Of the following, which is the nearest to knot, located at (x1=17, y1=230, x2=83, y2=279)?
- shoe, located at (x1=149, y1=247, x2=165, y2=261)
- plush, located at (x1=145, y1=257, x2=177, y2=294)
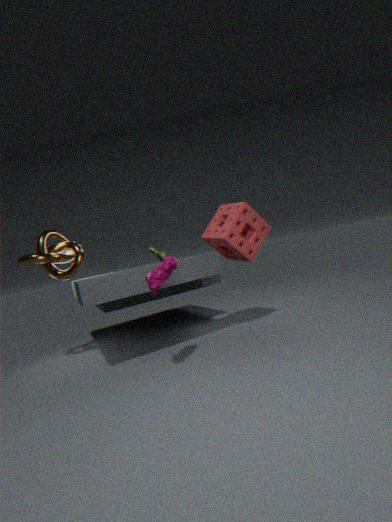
plush, located at (x1=145, y1=257, x2=177, y2=294)
